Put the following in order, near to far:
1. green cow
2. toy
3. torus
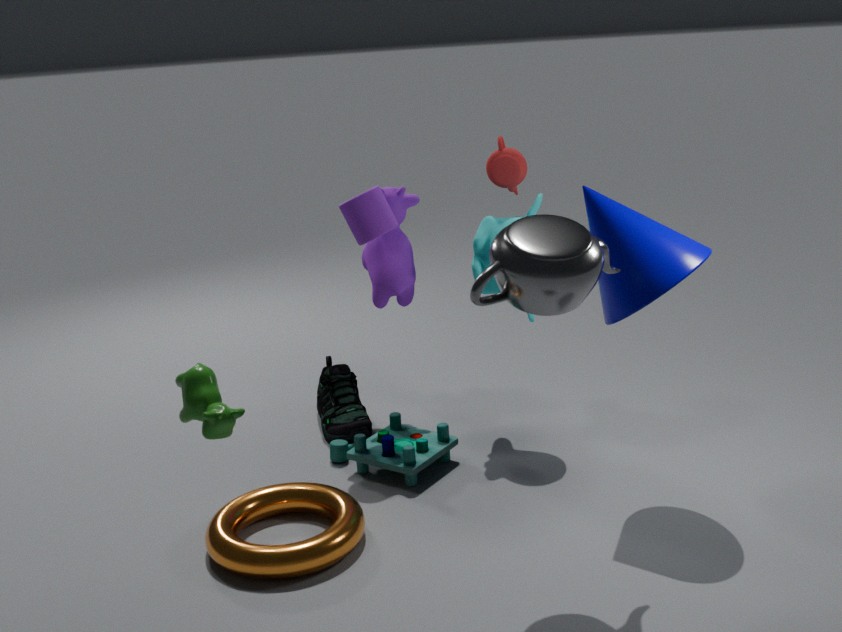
green cow → torus → toy
